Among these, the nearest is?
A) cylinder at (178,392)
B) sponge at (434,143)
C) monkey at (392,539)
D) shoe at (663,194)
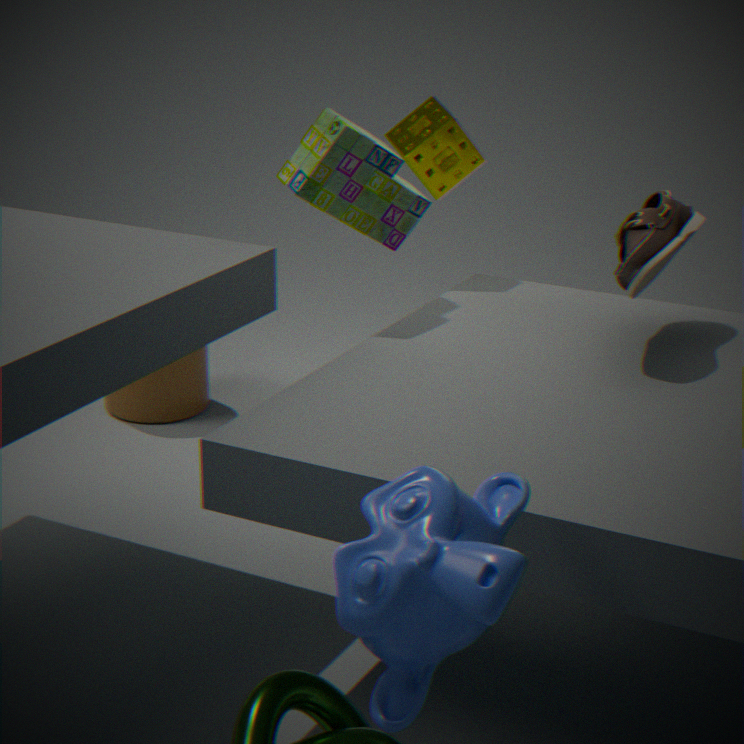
monkey at (392,539)
